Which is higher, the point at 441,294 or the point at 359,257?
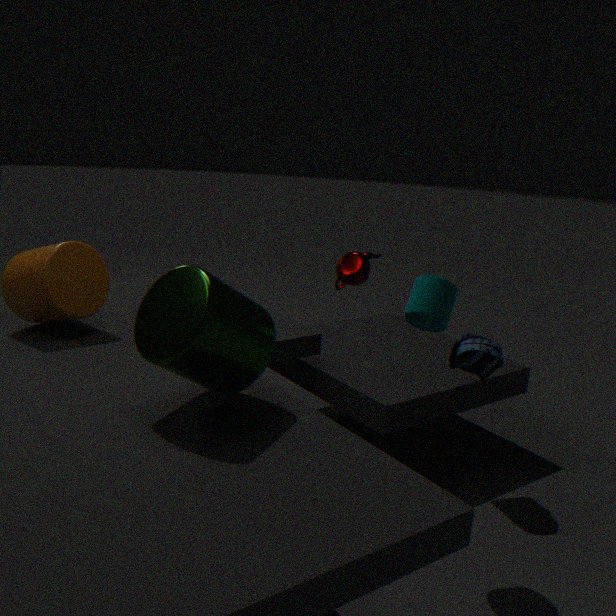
the point at 359,257
